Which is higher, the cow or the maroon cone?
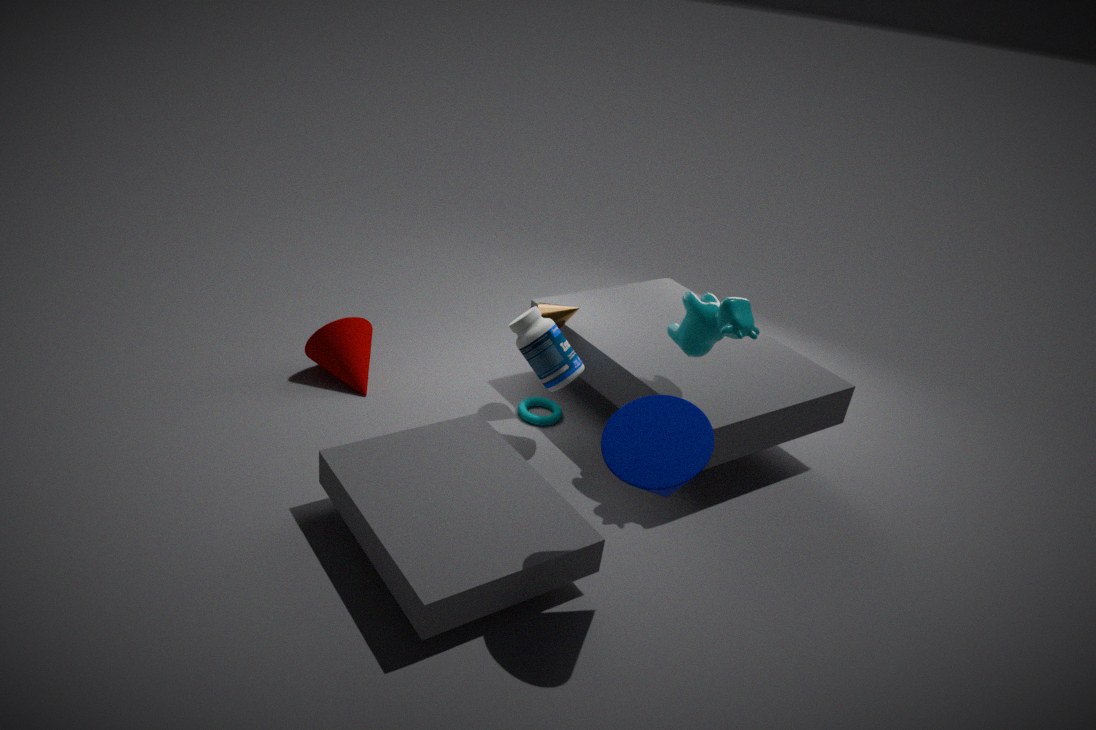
the cow
